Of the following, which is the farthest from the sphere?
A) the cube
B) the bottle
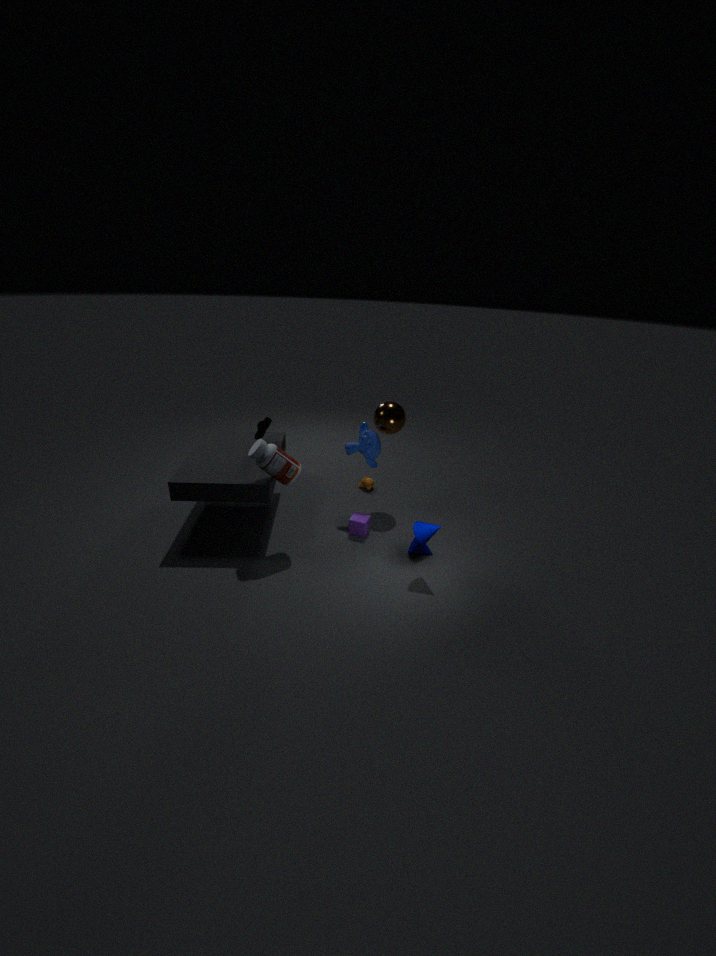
the bottle
